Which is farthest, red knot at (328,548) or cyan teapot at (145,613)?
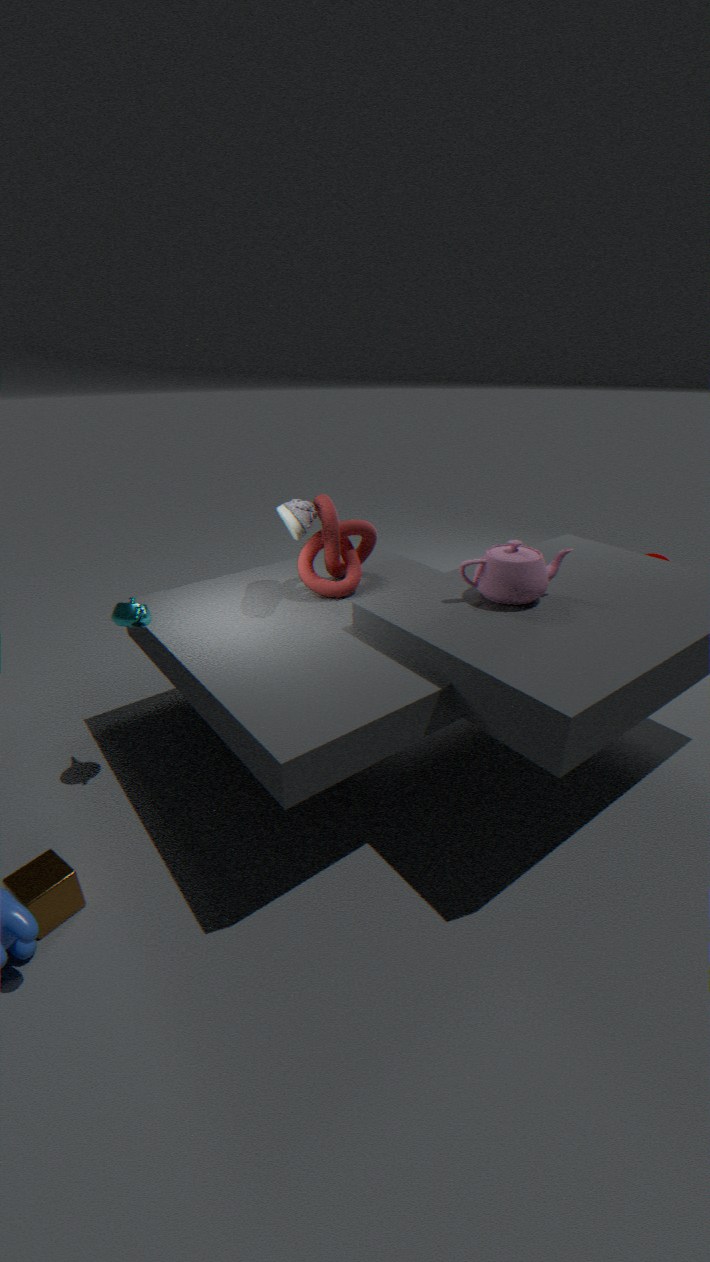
red knot at (328,548)
